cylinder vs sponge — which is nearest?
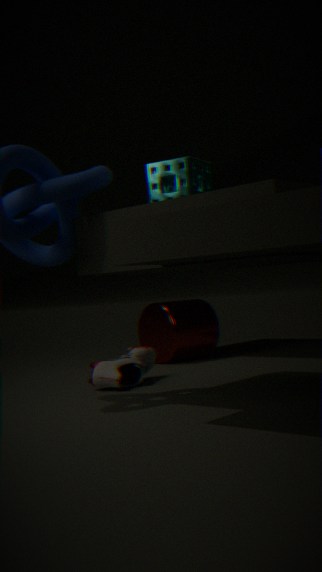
sponge
